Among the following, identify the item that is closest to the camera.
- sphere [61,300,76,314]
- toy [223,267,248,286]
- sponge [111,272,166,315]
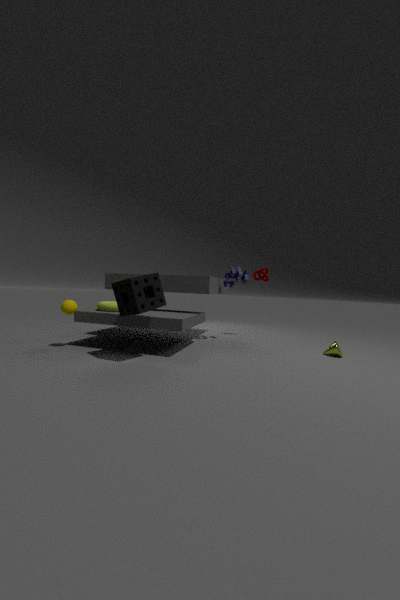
sponge [111,272,166,315]
